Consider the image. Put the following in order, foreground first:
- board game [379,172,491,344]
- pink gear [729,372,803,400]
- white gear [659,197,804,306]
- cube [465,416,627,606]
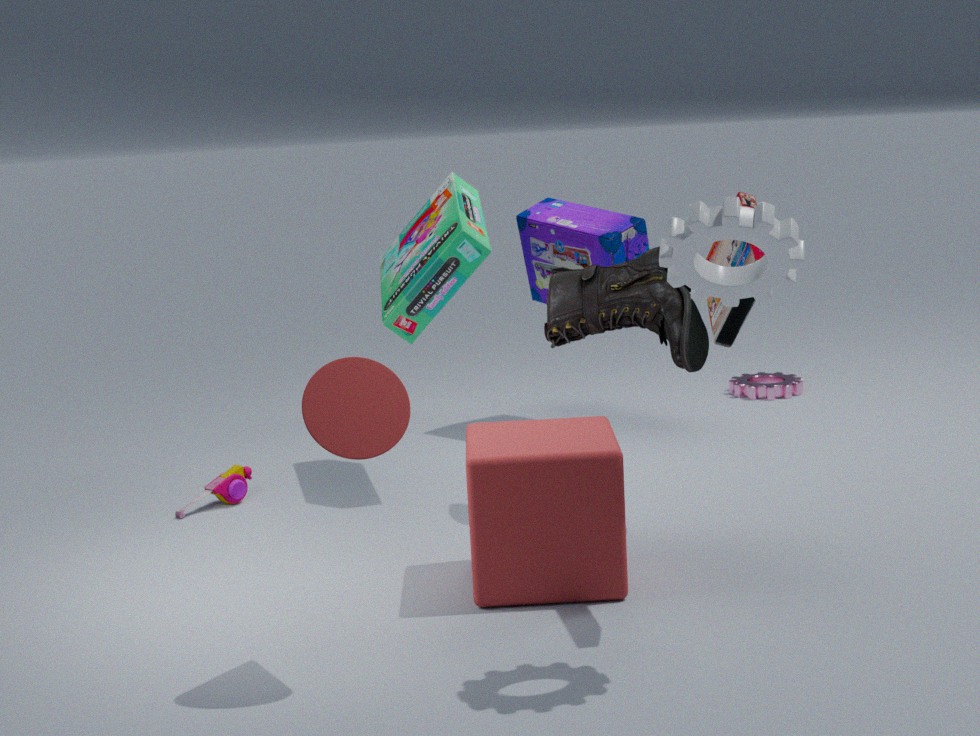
white gear [659,197,804,306] < cube [465,416,627,606] < board game [379,172,491,344] < pink gear [729,372,803,400]
